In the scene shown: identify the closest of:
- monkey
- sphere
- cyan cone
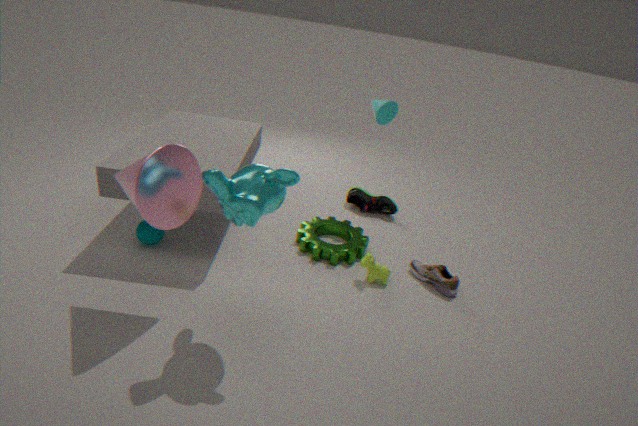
monkey
